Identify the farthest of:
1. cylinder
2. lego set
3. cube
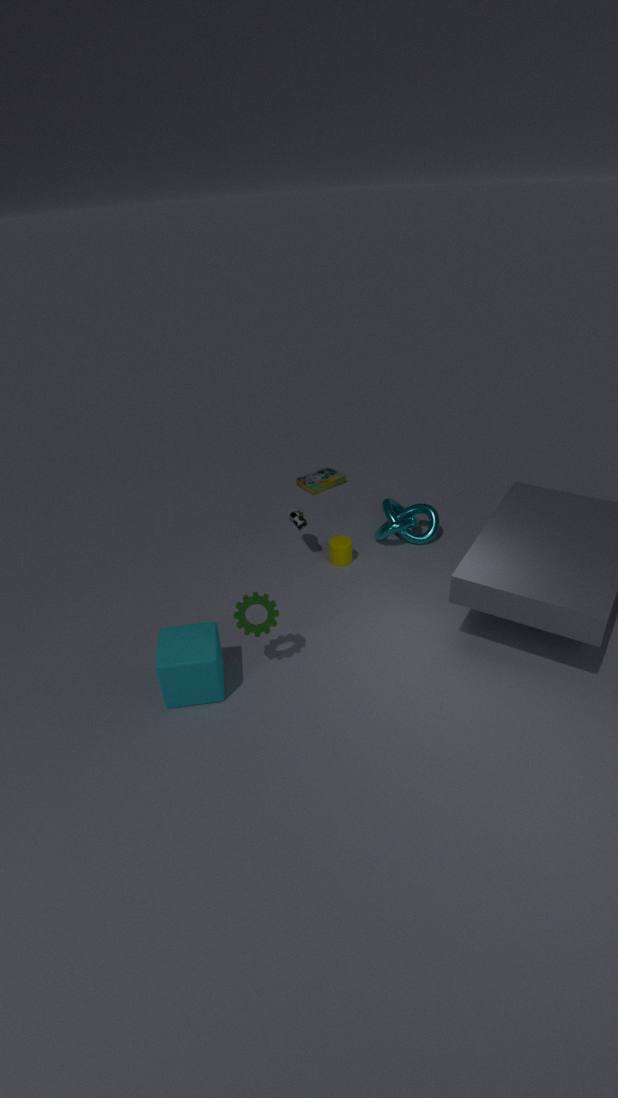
lego set
